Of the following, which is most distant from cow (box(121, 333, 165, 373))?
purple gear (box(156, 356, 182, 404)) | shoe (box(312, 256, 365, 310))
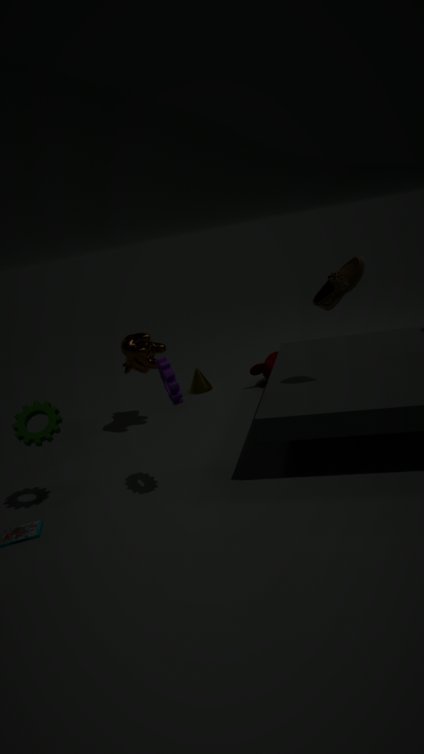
shoe (box(312, 256, 365, 310))
